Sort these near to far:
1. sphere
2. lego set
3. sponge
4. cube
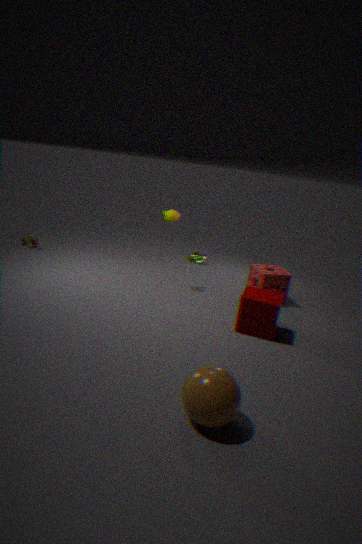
sphere, cube, sponge, lego set
